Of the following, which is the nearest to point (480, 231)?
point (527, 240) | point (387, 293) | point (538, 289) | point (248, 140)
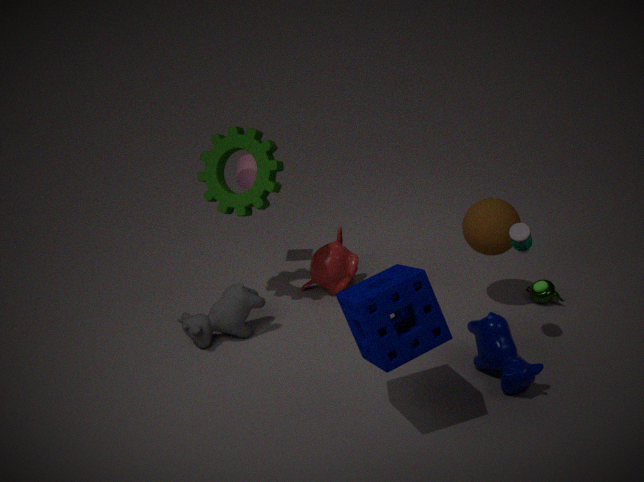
point (527, 240)
